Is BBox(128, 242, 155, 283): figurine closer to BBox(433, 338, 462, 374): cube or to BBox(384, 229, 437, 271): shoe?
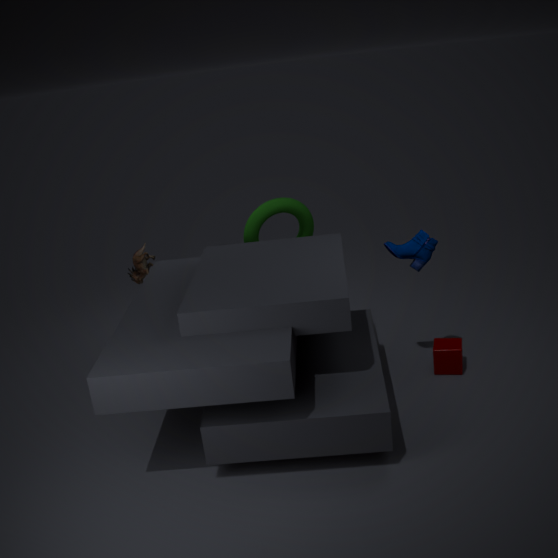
BBox(384, 229, 437, 271): shoe
